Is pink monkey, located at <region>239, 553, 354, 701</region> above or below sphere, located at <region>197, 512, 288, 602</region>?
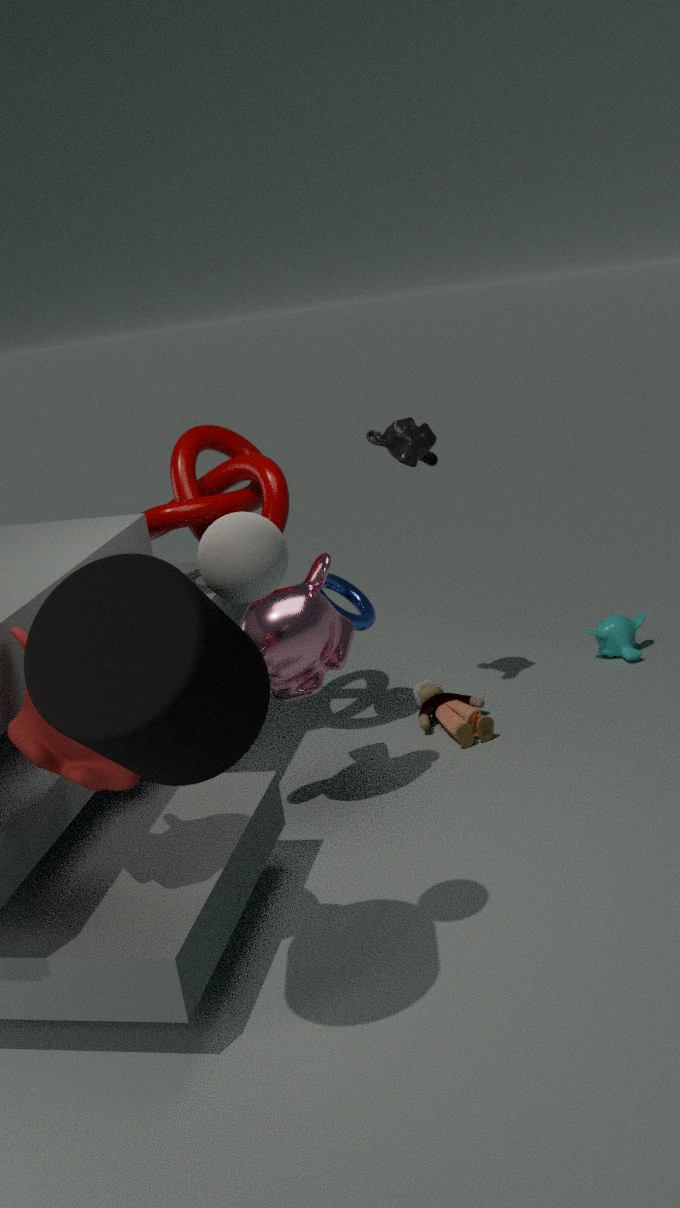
below
